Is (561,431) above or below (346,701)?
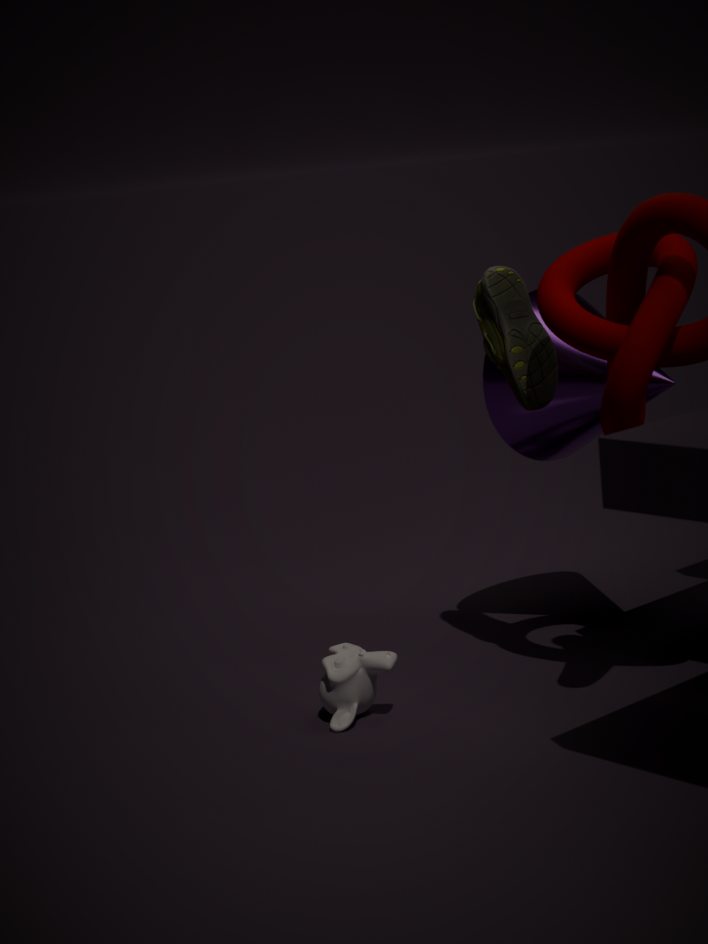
above
